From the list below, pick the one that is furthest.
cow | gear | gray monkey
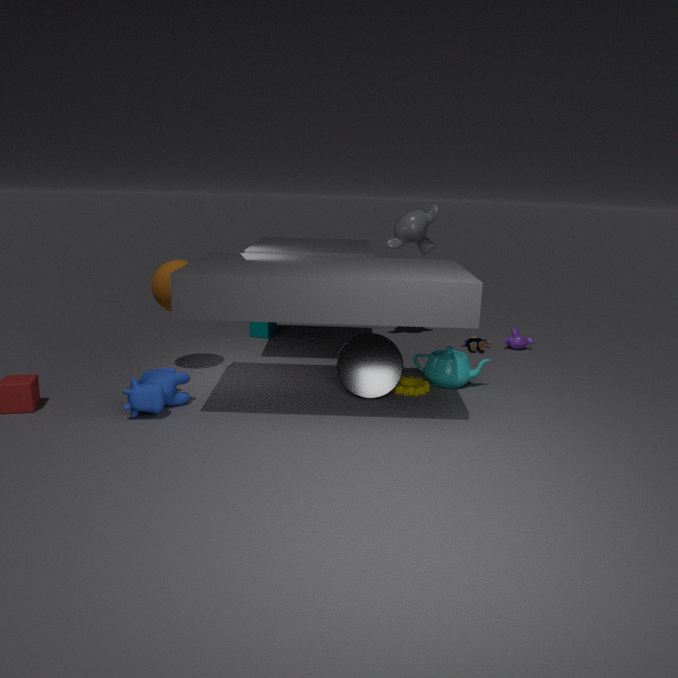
gray monkey
